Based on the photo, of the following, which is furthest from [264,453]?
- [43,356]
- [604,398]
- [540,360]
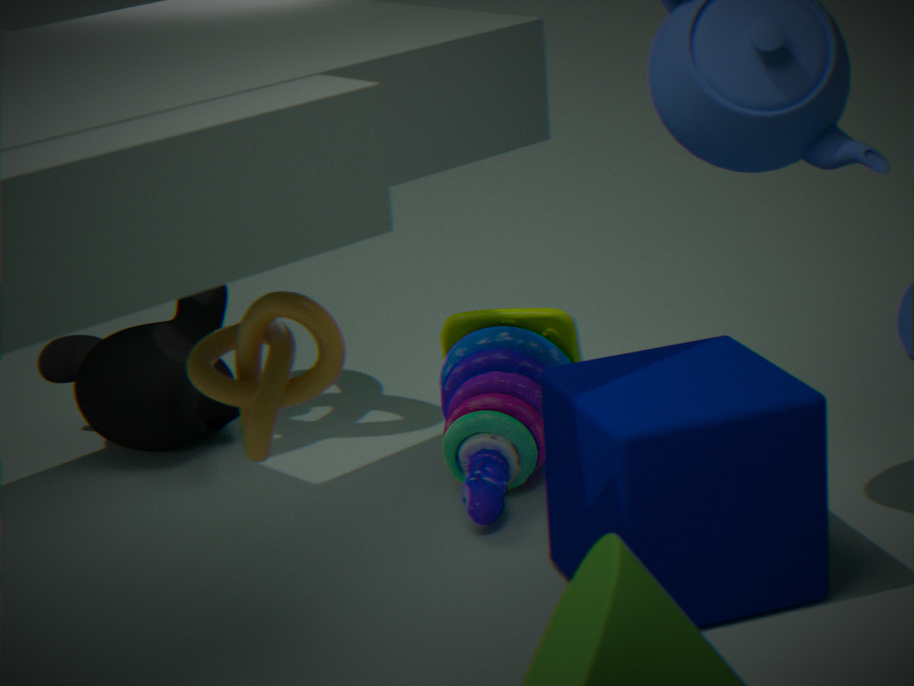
[43,356]
